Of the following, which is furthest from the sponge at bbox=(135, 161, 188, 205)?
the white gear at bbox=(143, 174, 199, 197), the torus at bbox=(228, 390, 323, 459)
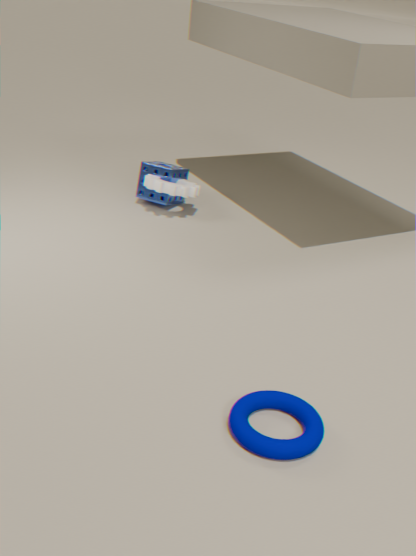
the torus at bbox=(228, 390, 323, 459)
